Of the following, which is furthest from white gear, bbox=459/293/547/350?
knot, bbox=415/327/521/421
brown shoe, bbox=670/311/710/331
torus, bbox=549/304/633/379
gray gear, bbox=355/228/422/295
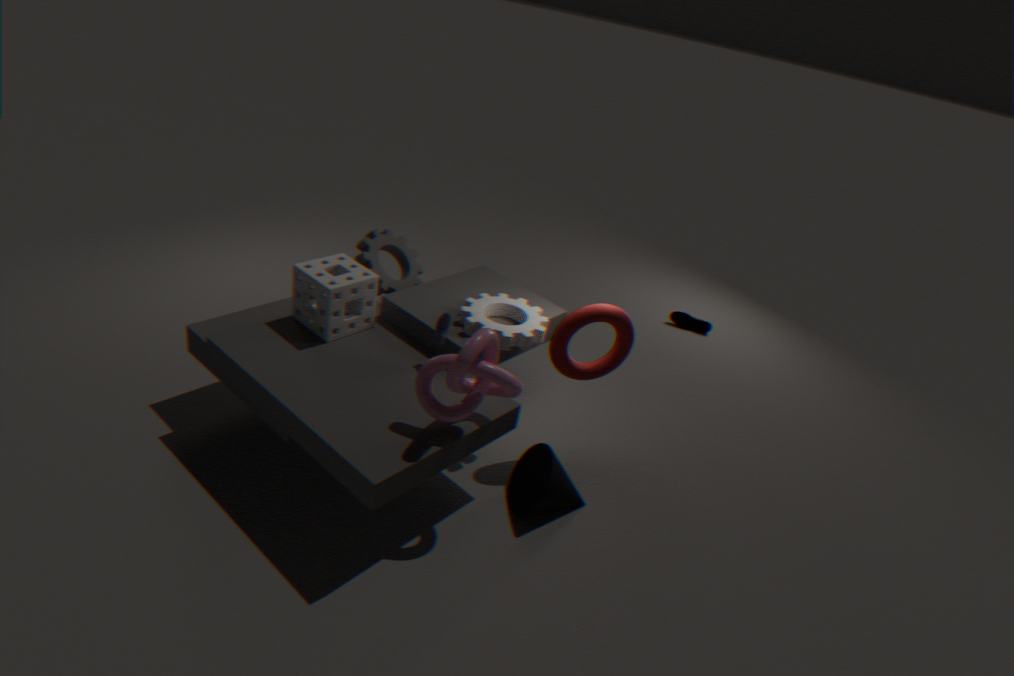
brown shoe, bbox=670/311/710/331
